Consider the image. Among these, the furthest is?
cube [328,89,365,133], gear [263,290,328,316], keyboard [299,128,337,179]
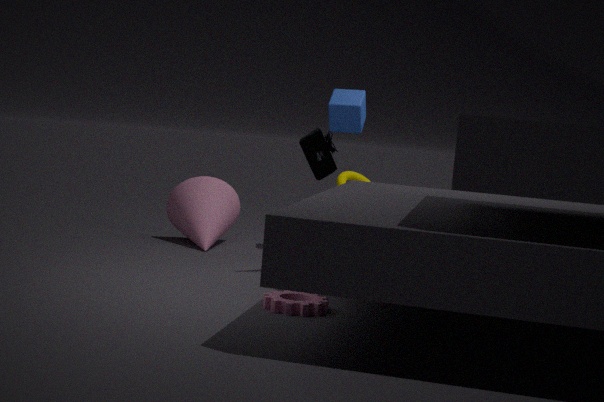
cube [328,89,365,133]
